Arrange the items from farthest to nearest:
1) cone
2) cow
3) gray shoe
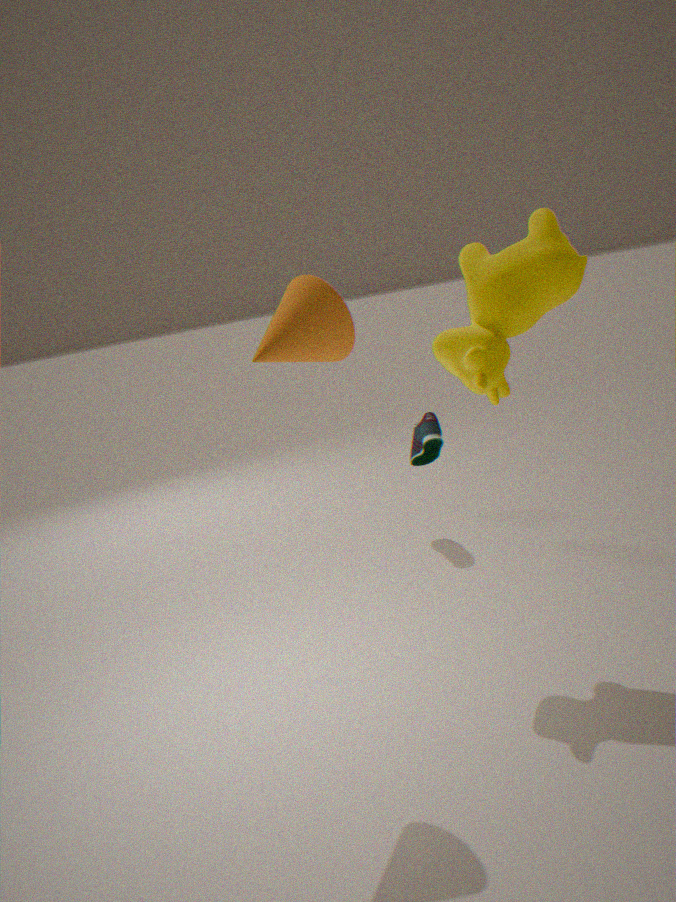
3. gray shoe, 2. cow, 1. cone
